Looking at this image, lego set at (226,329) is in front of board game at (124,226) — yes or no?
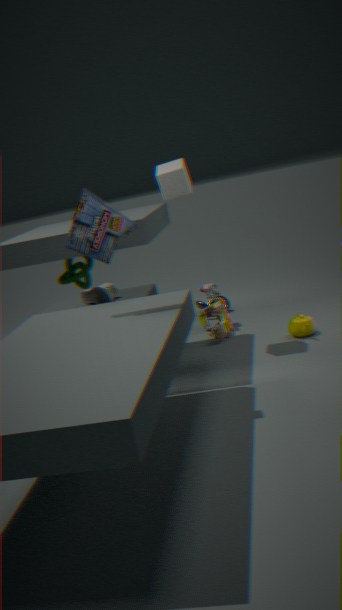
No
